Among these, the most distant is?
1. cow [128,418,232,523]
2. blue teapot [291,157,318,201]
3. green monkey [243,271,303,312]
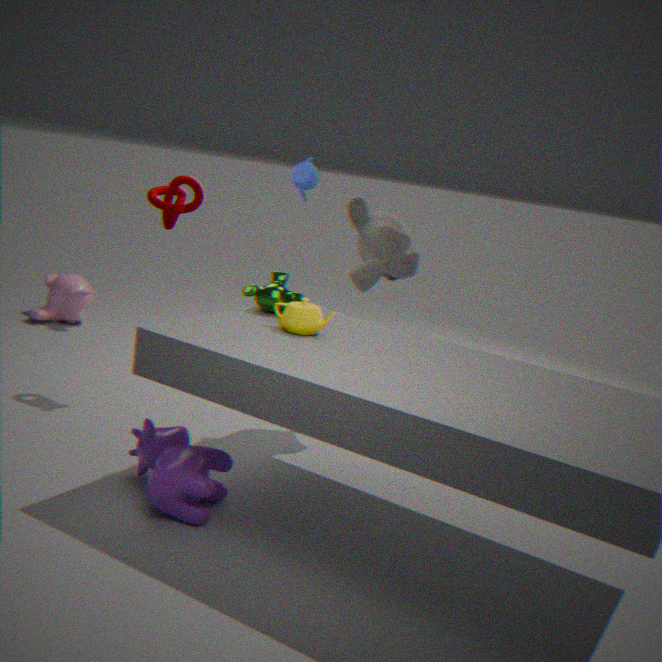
blue teapot [291,157,318,201]
